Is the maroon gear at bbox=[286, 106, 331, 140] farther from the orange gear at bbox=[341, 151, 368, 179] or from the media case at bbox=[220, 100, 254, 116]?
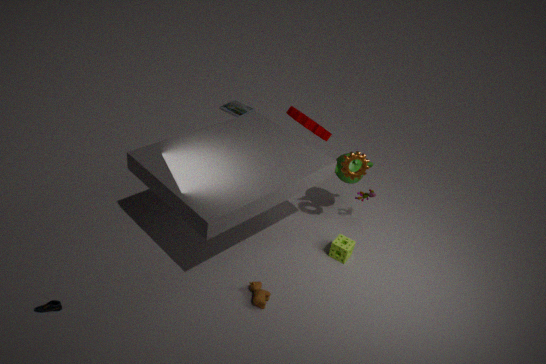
the media case at bbox=[220, 100, 254, 116]
